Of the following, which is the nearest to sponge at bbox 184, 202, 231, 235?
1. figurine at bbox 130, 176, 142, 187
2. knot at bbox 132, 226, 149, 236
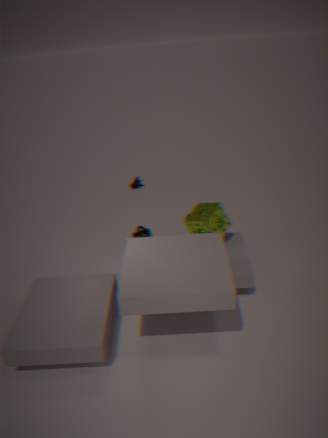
knot at bbox 132, 226, 149, 236
